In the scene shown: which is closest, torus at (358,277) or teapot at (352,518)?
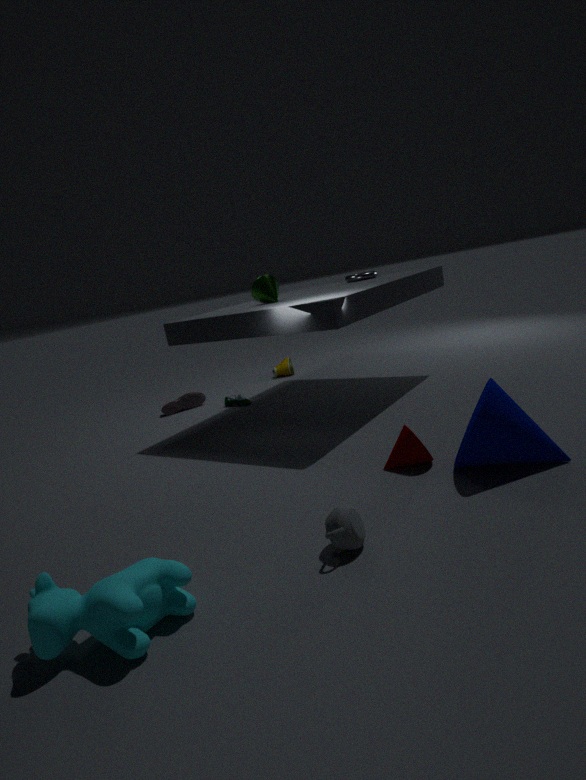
teapot at (352,518)
